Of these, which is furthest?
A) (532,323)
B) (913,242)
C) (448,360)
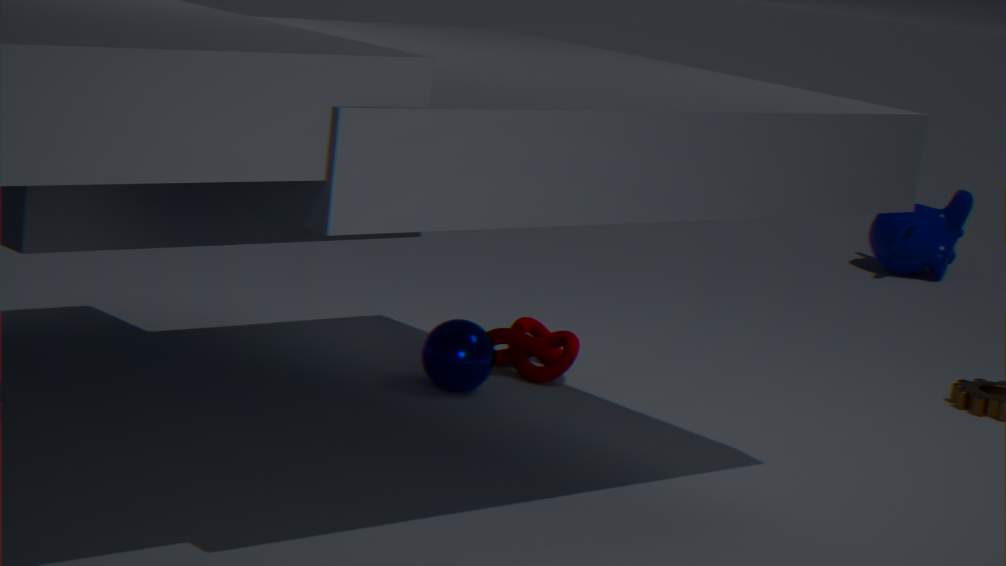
(913,242)
